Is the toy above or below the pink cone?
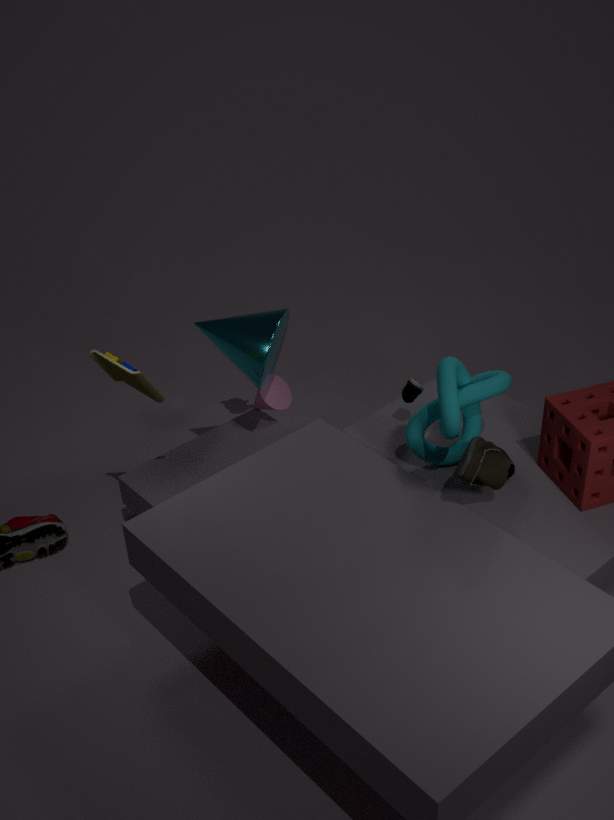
above
